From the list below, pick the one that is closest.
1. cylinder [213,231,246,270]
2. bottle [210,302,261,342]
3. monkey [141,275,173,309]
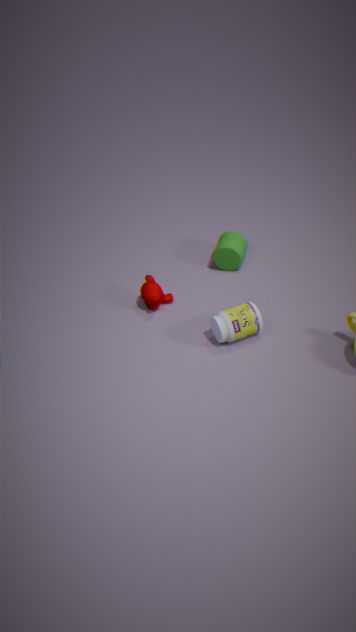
bottle [210,302,261,342]
